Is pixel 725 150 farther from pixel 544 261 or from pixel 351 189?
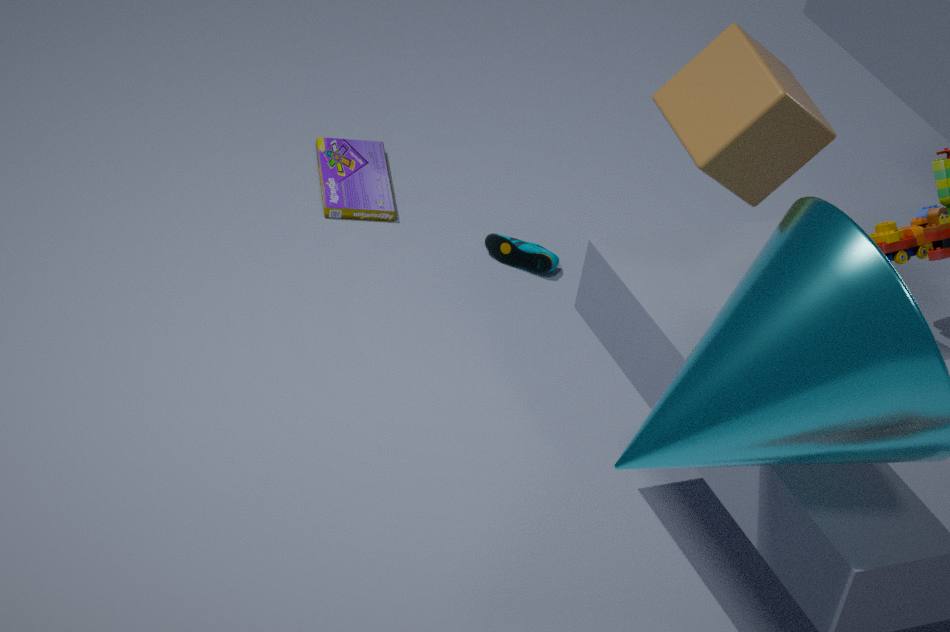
pixel 351 189
